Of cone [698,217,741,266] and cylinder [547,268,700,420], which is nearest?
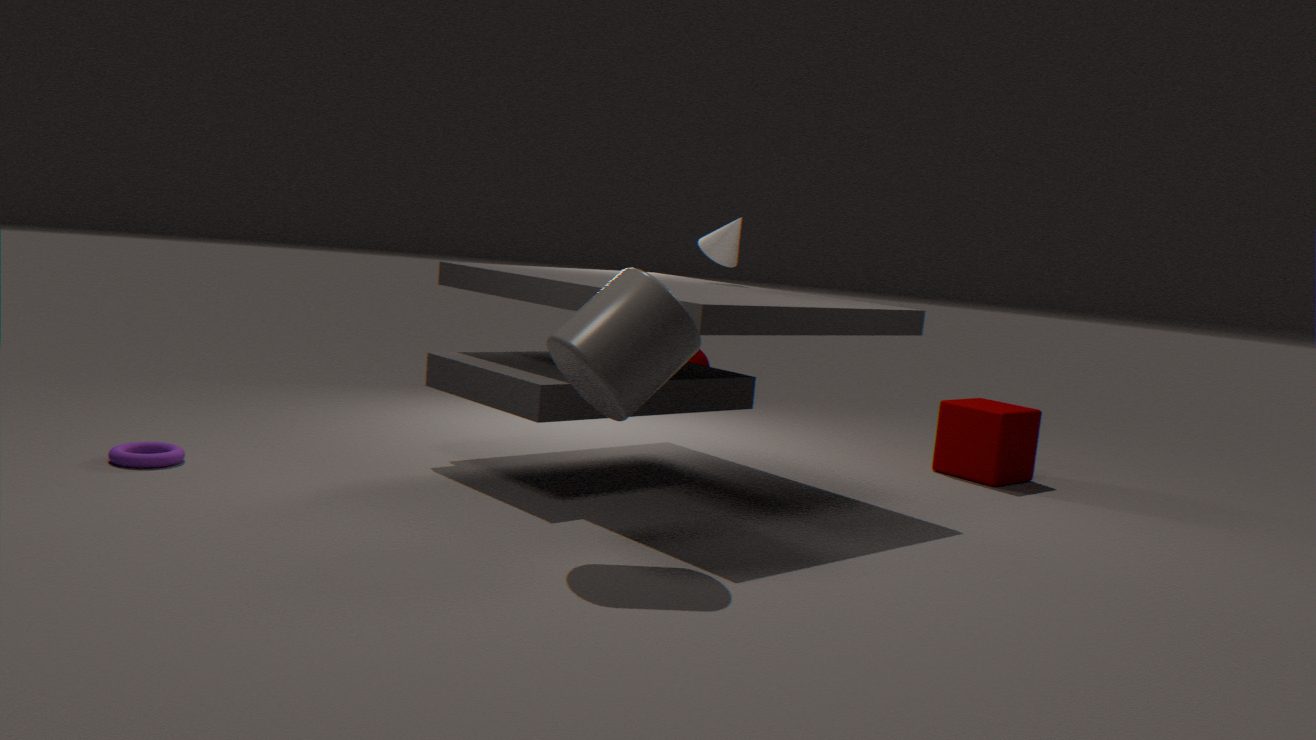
cylinder [547,268,700,420]
